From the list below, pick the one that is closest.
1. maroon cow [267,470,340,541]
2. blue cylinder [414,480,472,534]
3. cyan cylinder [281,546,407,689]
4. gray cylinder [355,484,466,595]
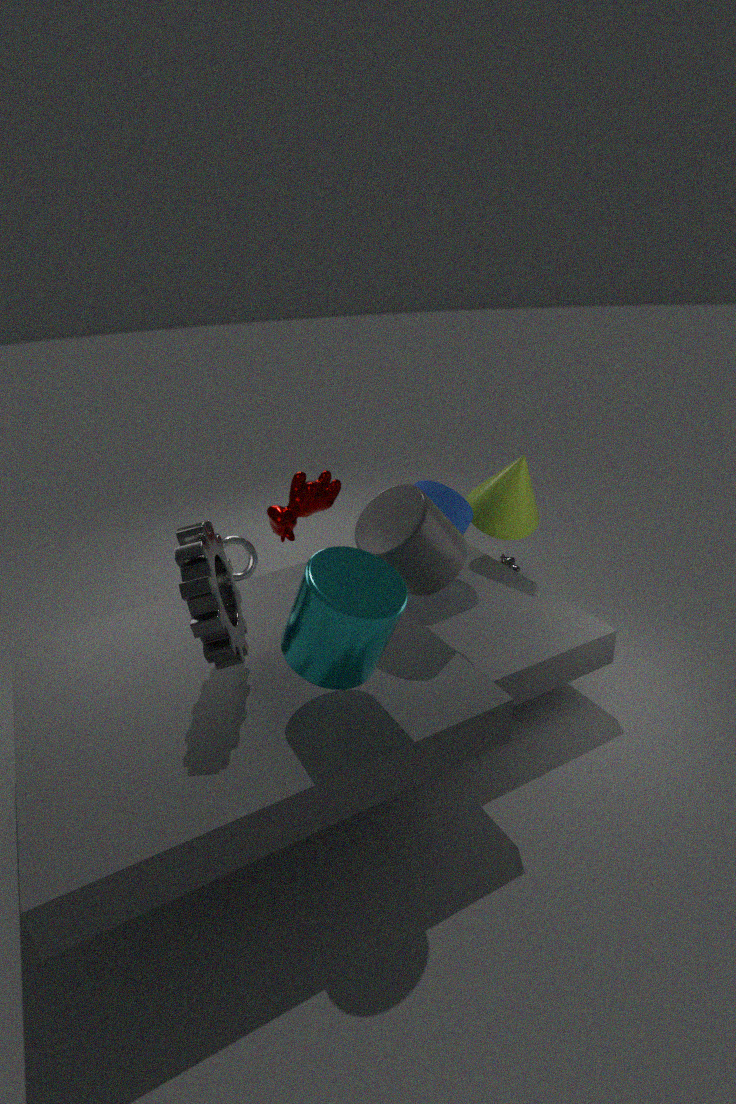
cyan cylinder [281,546,407,689]
